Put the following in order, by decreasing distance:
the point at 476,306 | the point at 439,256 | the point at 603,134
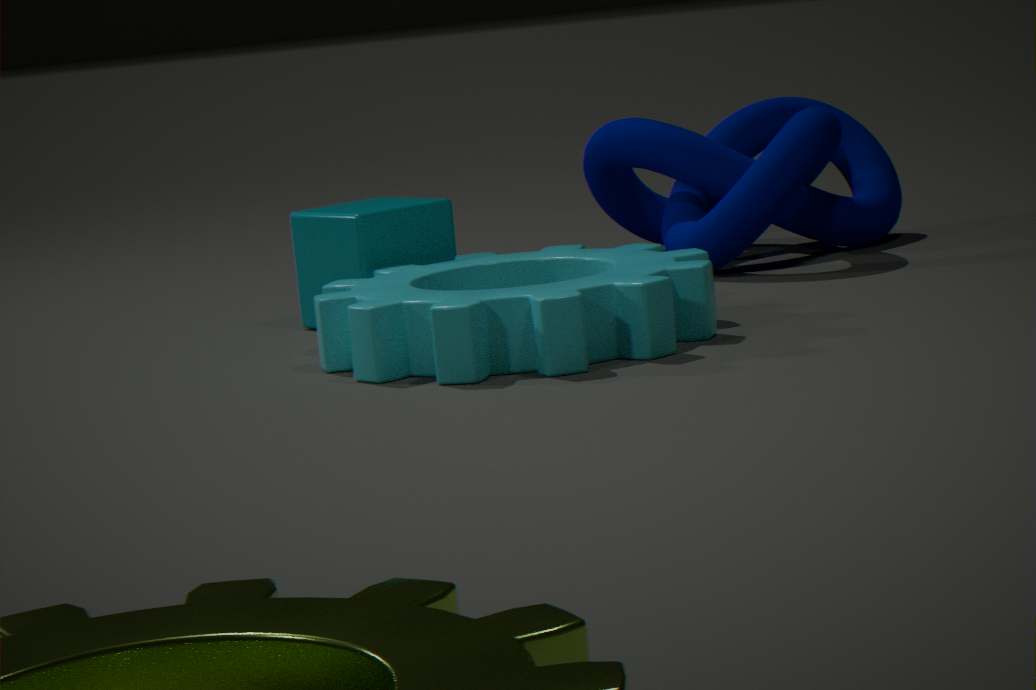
the point at 603,134
the point at 439,256
the point at 476,306
